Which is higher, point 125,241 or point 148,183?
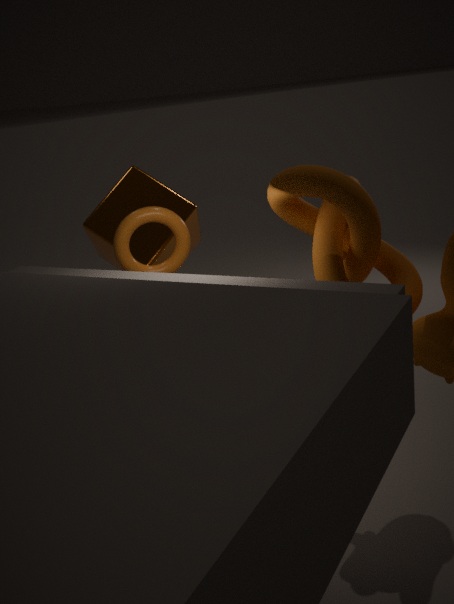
point 125,241
